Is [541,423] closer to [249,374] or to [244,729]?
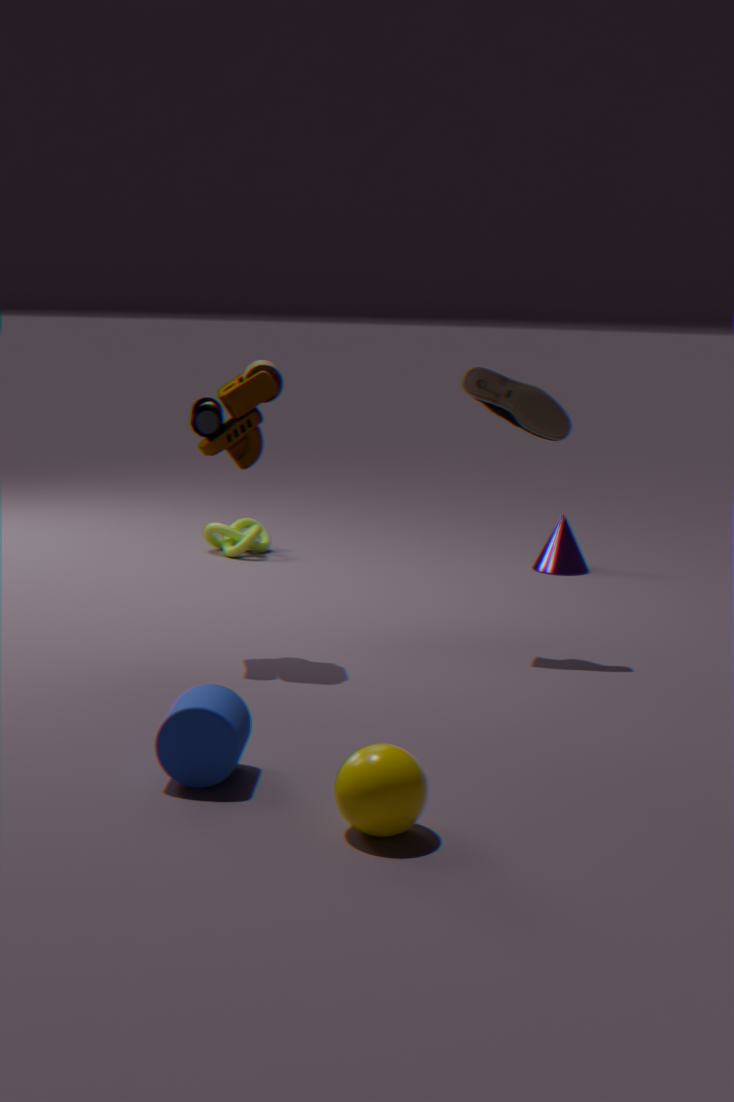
[249,374]
